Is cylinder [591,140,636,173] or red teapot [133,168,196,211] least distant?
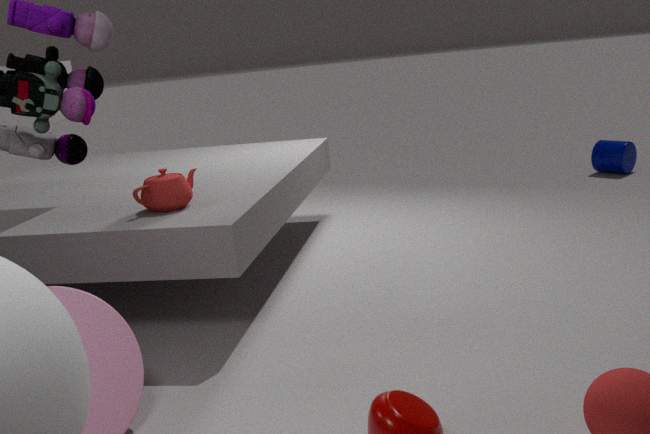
red teapot [133,168,196,211]
